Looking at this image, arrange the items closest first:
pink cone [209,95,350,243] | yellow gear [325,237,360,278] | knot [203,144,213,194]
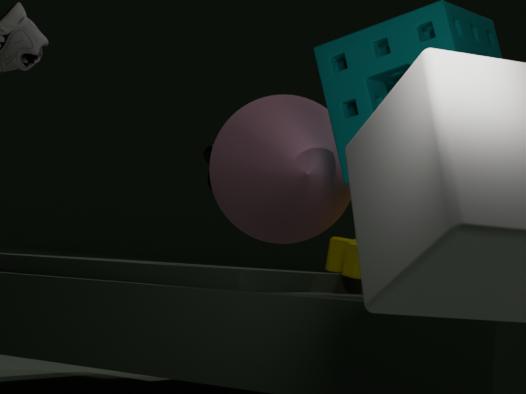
1. pink cone [209,95,350,243]
2. yellow gear [325,237,360,278]
3. knot [203,144,213,194]
